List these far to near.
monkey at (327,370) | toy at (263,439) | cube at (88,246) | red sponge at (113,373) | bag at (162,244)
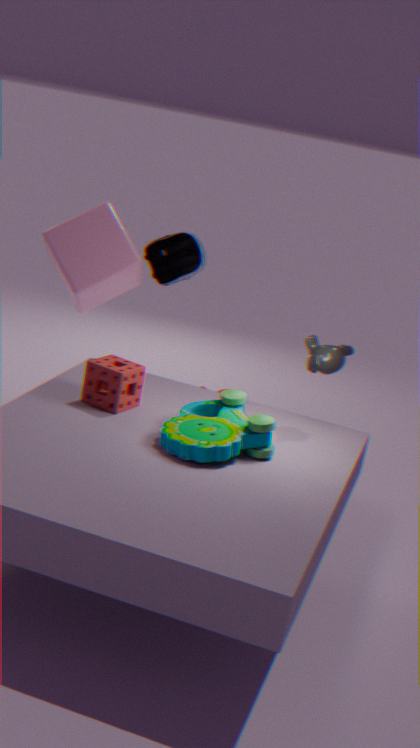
1. bag at (162,244)
2. cube at (88,246)
3. monkey at (327,370)
4. red sponge at (113,373)
5. toy at (263,439)
